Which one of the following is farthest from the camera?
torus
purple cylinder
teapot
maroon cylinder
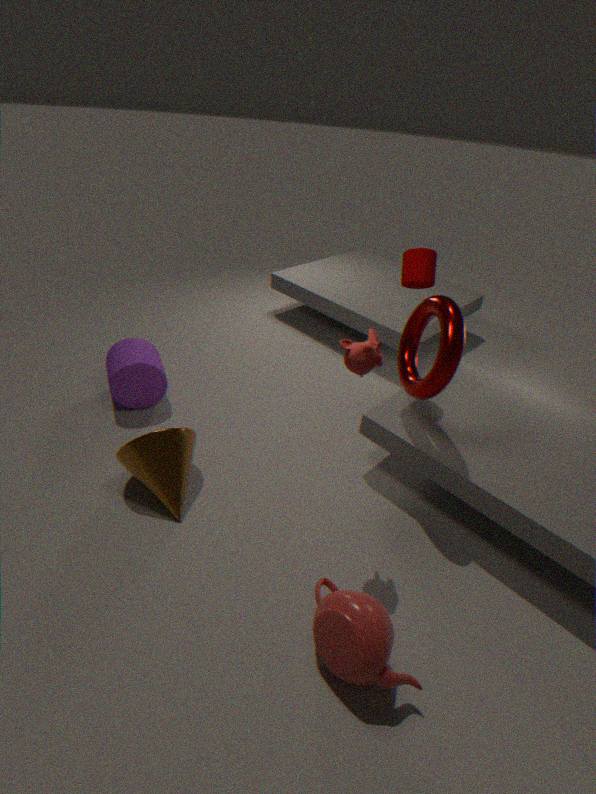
purple cylinder
